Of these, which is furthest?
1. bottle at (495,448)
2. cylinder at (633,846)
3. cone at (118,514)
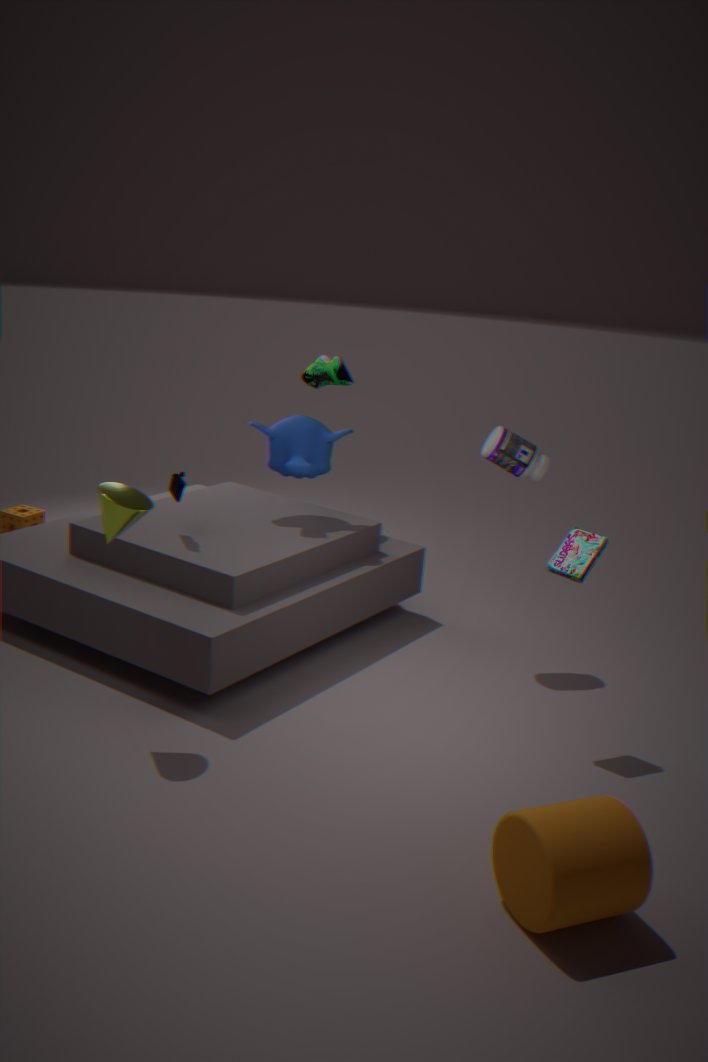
bottle at (495,448)
